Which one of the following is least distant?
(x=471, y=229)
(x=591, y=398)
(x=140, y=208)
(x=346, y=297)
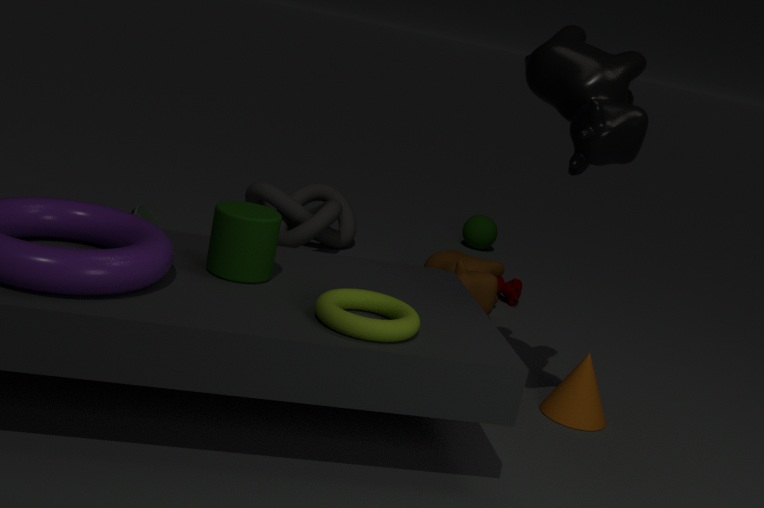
(x=346, y=297)
